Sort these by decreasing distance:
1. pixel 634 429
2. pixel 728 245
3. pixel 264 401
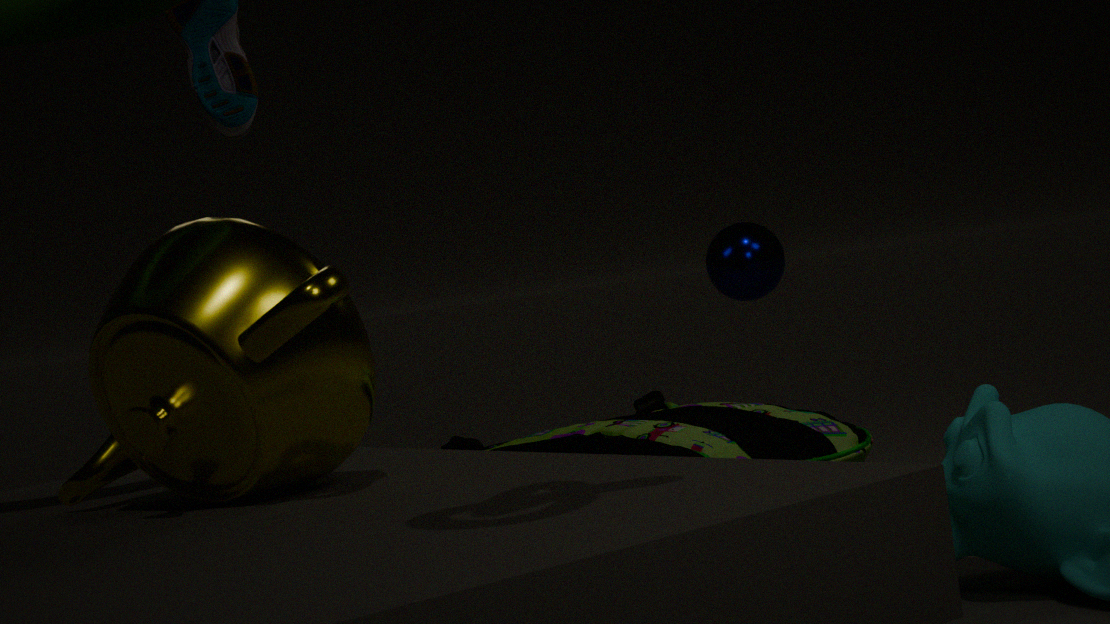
pixel 728 245 < pixel 634 429 < pixel 264 401
